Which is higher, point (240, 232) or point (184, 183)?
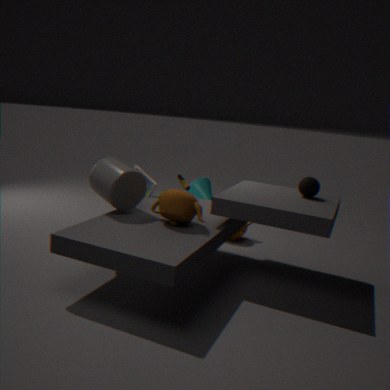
point (184, 183)
